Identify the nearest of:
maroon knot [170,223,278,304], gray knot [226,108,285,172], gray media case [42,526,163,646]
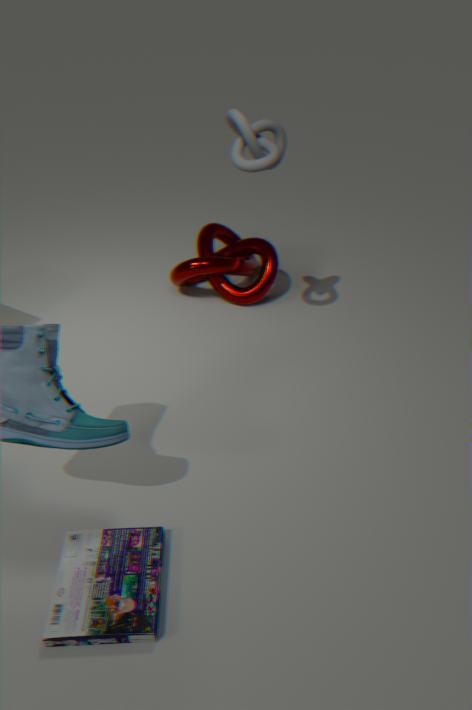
gray media case [42,526,163,646]
